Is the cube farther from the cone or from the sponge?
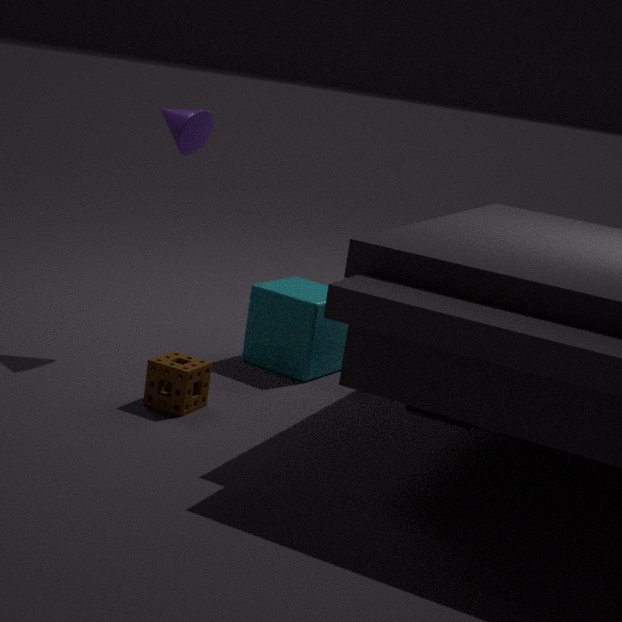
the cone
